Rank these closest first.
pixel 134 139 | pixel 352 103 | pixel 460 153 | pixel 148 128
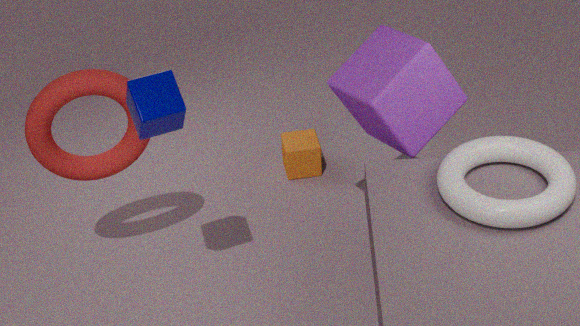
pixel 148 128 < pixel 460 153 < pixel 352 103 < pixel 134 139
